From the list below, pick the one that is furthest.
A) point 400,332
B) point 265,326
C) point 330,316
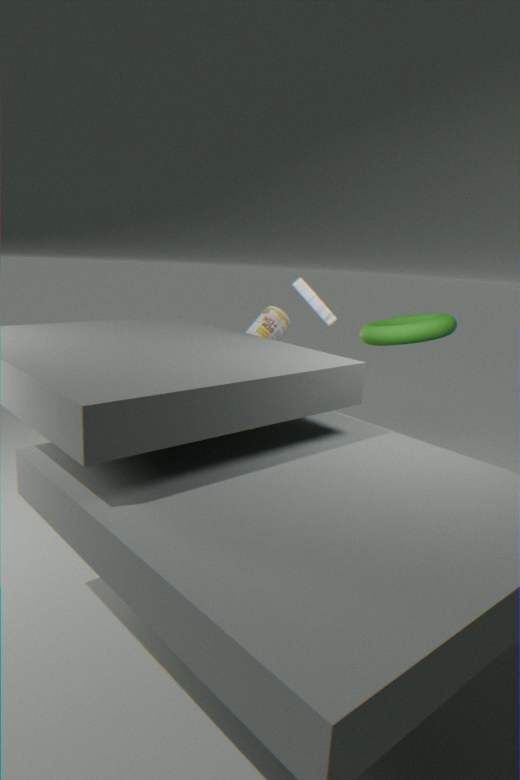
point 265,326
